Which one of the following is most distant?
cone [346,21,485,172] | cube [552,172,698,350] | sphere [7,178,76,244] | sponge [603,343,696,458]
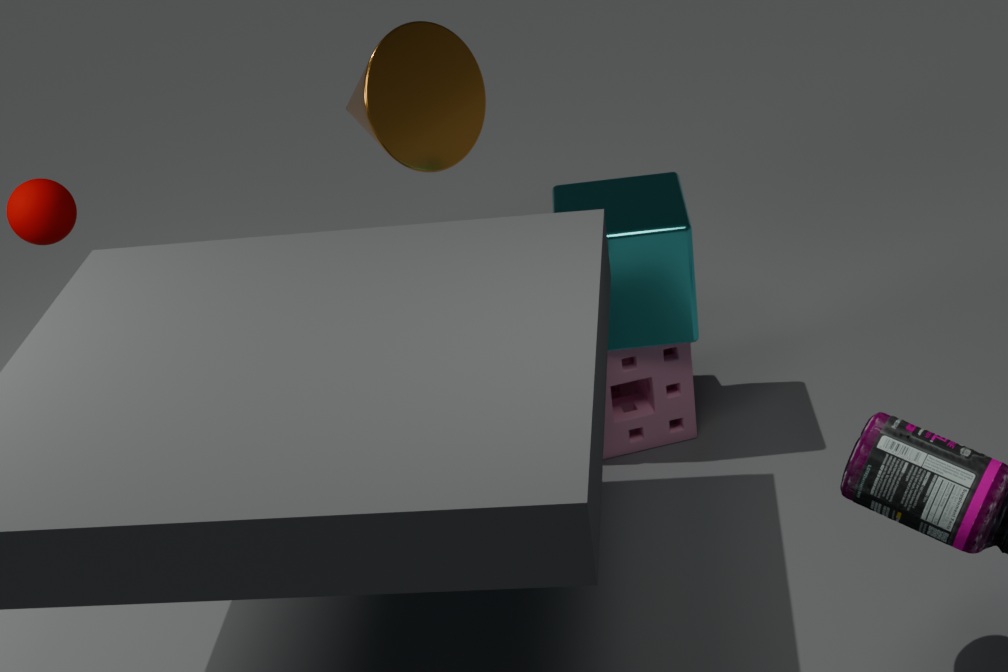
cone [346,21,485,172]
